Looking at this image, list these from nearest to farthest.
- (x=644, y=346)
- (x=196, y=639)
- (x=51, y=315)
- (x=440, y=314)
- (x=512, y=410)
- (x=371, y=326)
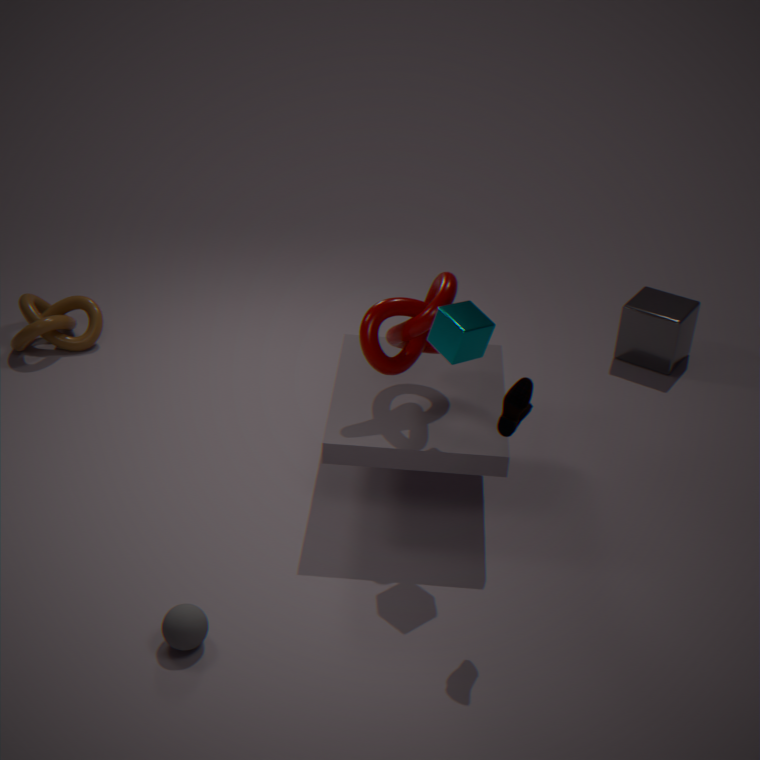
(x=512, y=410), (x=196, y=639), (x=440, y=314), (x=371, y=326), (x=51, y=315), (x=644, y=346)
